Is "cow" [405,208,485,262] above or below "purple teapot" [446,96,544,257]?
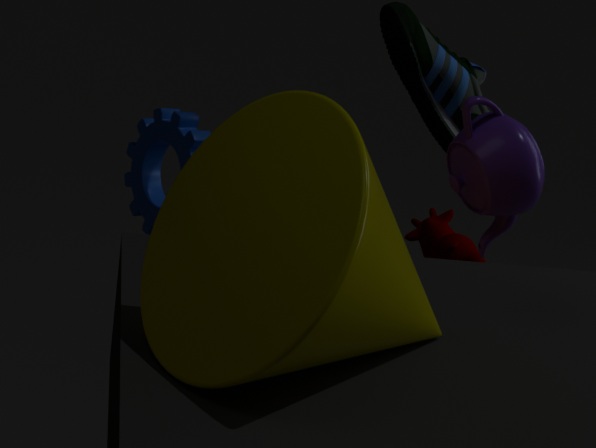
below
